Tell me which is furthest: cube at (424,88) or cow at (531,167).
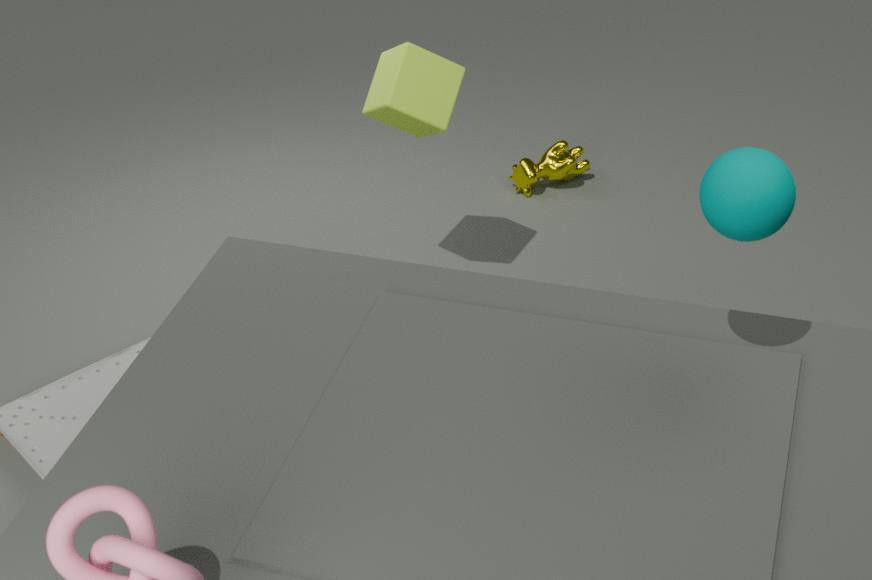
cow at (531,167)
